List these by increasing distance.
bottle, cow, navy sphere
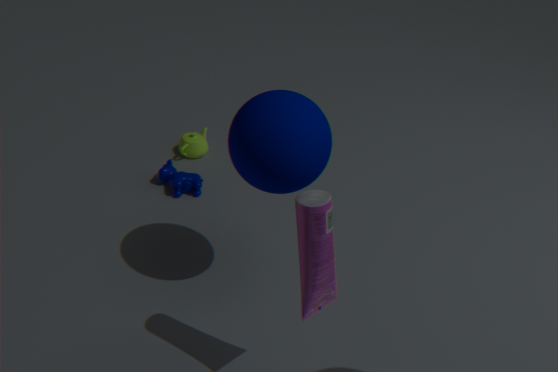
1. bottle
2. navy sphere
3. cow
